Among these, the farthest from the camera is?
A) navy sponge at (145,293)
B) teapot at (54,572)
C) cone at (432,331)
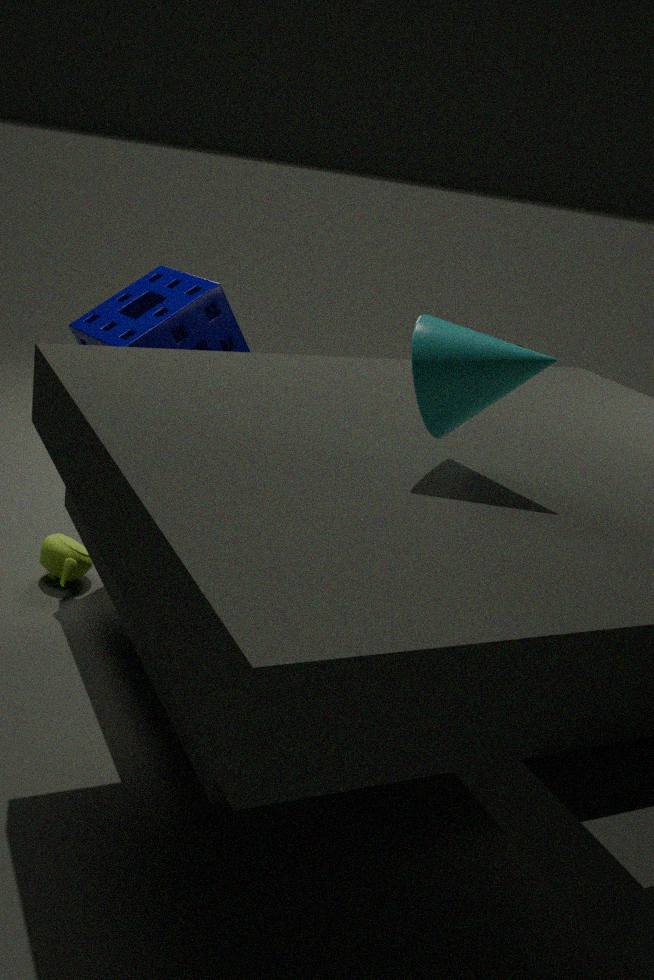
teapot at (54,572)
